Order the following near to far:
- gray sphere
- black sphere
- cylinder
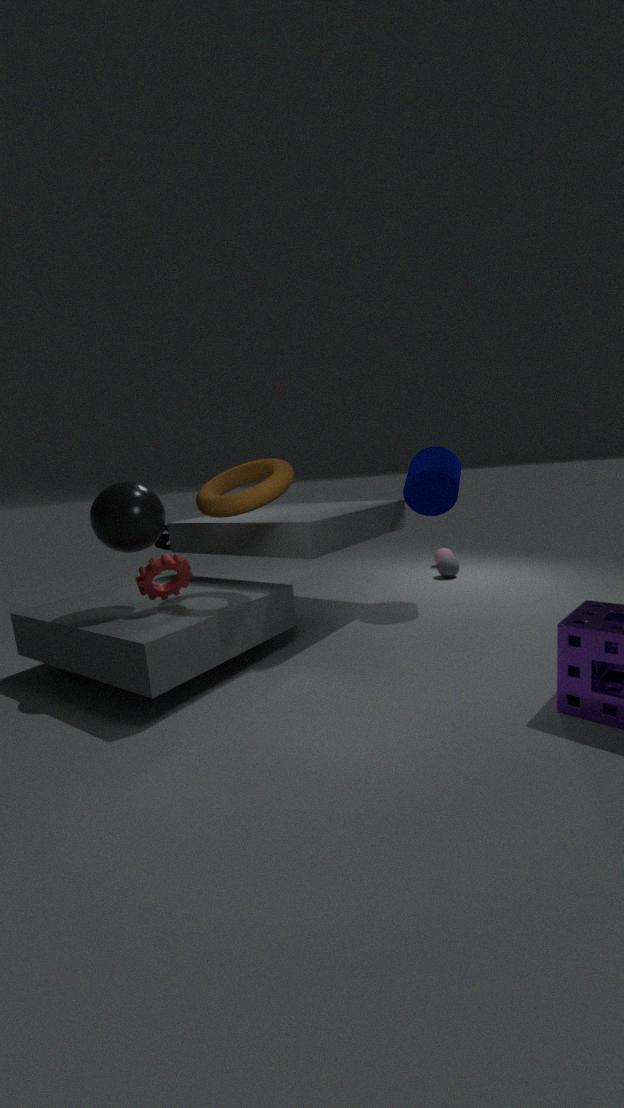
black sphere
cylinder
gray sphere
